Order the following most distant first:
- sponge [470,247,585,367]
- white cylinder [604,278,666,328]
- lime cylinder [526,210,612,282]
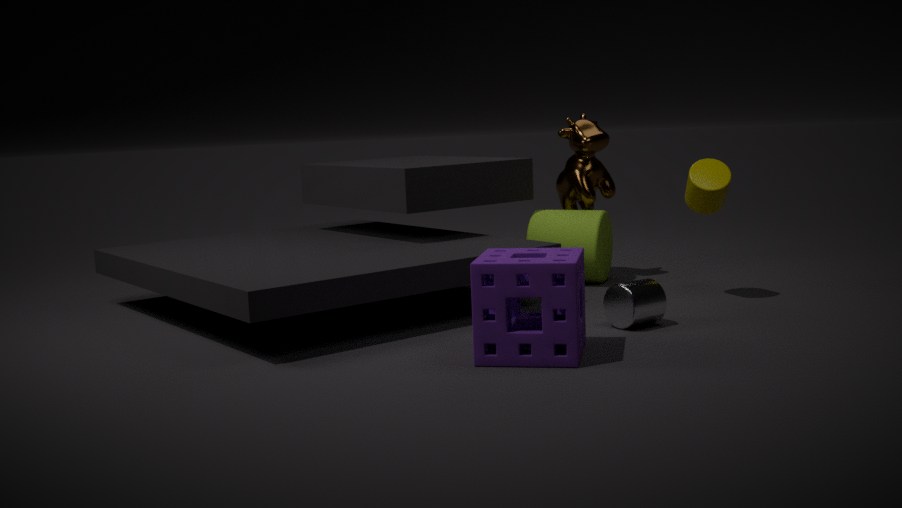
lime cylinder [526,210,612,282]
white cylinder [604,278,666,328]
sponge [470,247,585,367]
